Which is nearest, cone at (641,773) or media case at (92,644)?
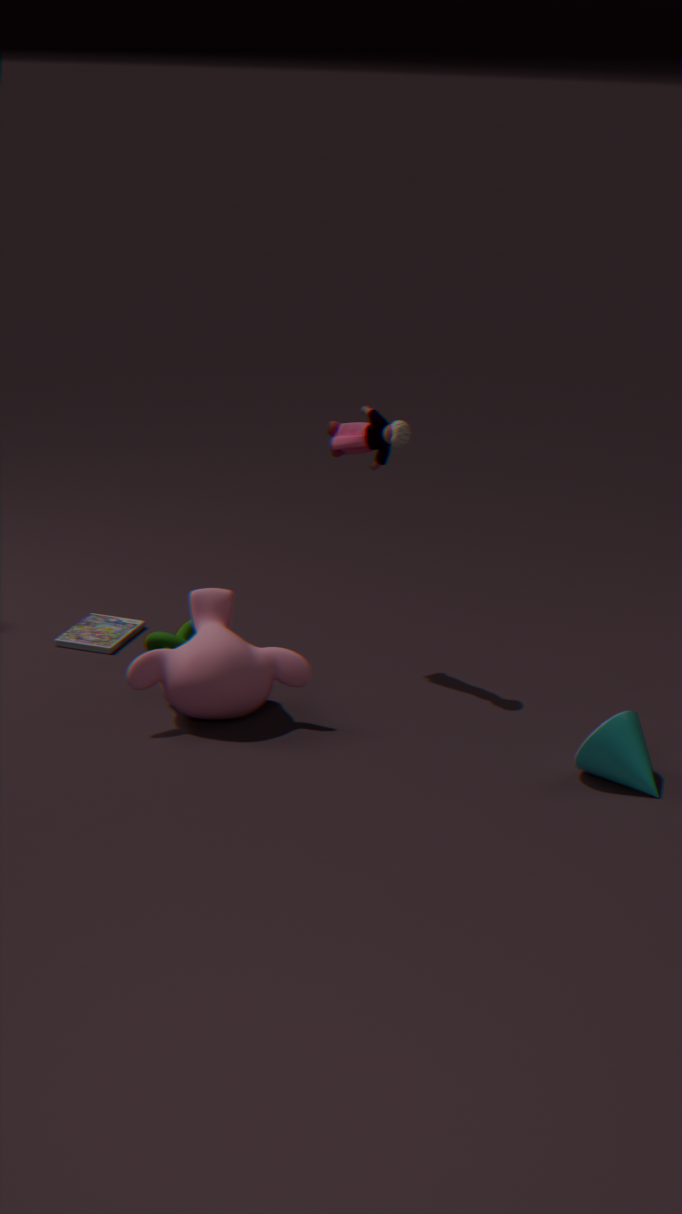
cone at (641,773)
